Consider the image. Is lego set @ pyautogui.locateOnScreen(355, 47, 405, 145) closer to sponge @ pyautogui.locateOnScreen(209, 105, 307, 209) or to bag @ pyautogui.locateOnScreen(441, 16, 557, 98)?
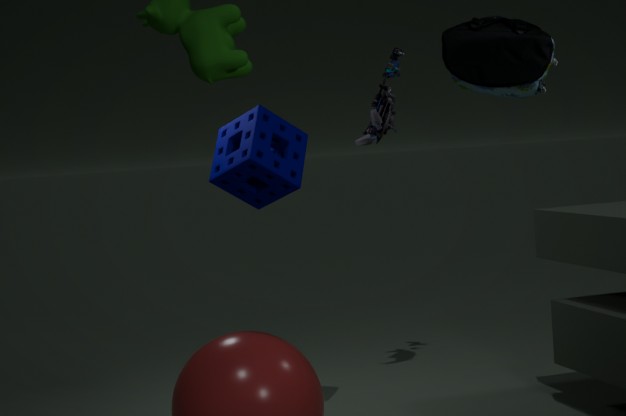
sponge @ pyautogui.locateOnScreen(209, 105, 307, 209)
